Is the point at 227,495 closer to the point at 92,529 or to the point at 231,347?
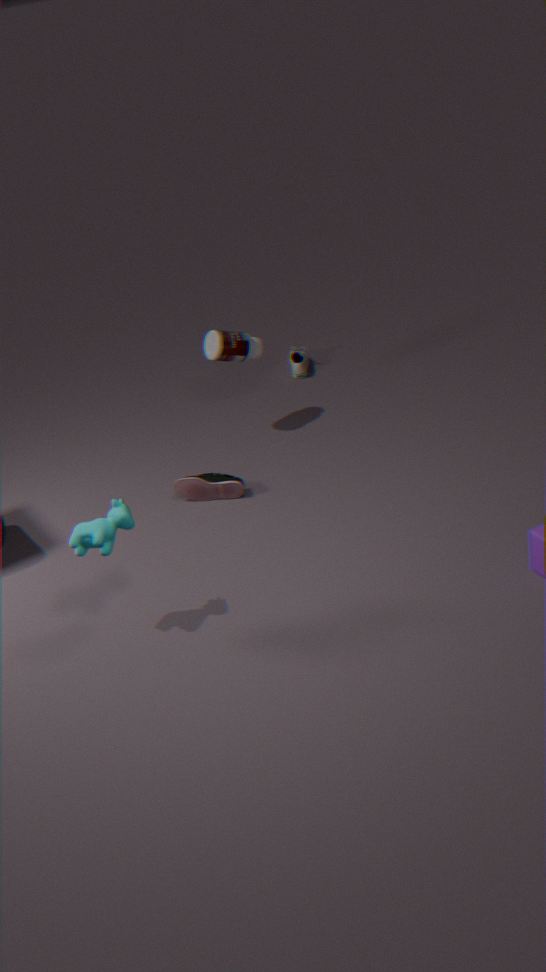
the point at 231,347
